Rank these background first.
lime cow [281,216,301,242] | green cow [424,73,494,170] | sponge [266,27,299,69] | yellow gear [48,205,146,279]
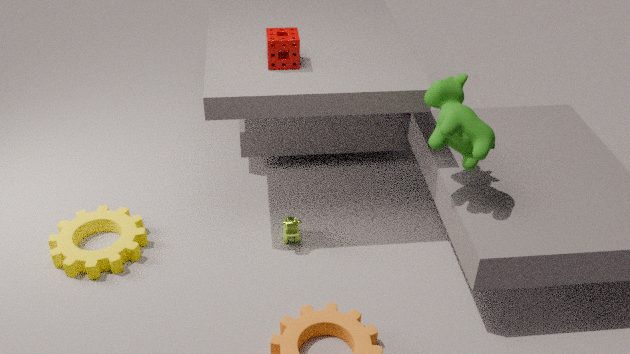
lime cow [281,216,301,242]
yellow gear [48,205,146,279]
sponge [266,27,299,69]
green cow [424,73,494,170]
